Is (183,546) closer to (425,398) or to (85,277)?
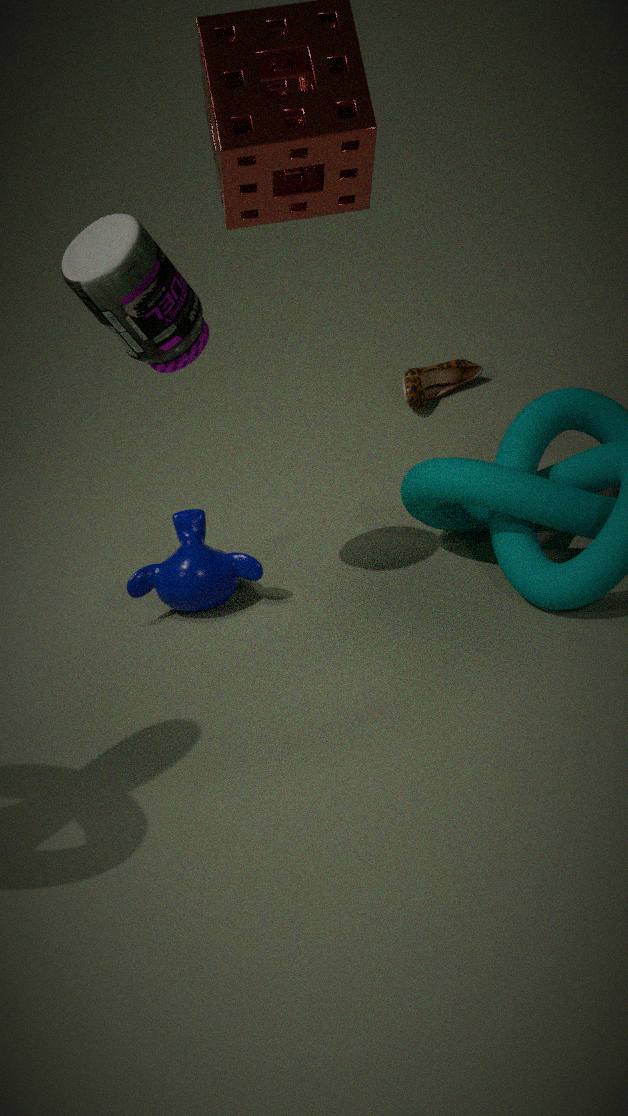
(85,277)
